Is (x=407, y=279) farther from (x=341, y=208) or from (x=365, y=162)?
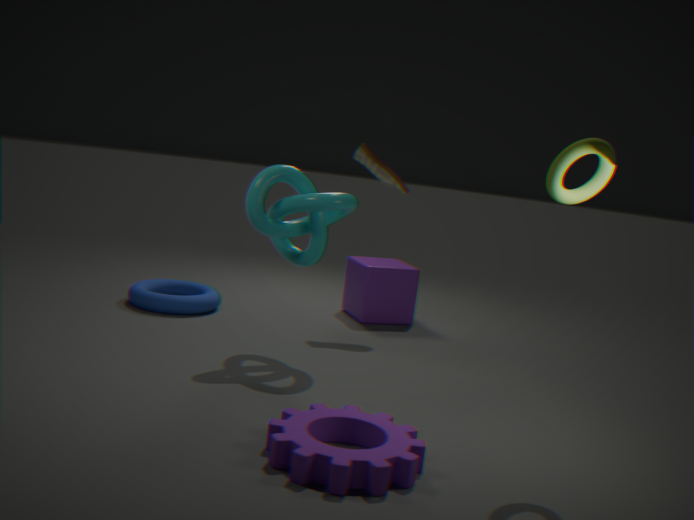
(x=341, y=208)
